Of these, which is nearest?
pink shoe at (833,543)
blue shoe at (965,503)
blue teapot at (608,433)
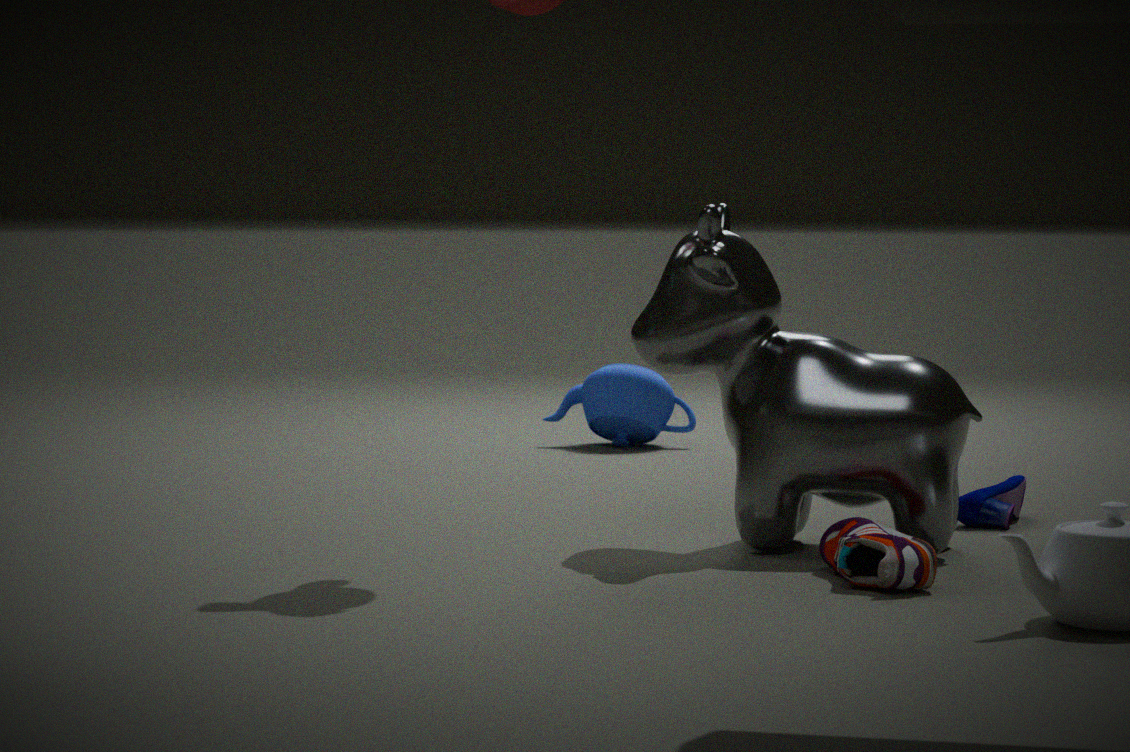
pink shoe at (833,543)
